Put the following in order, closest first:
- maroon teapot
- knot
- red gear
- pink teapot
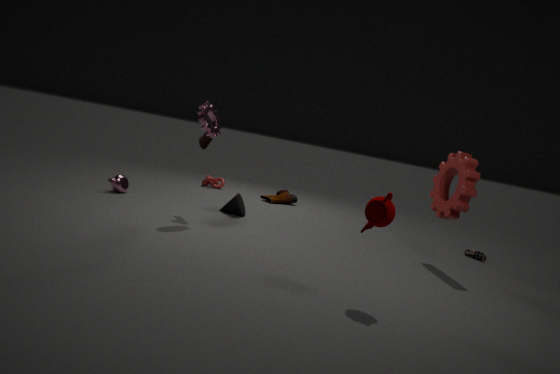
maroon teapot → red gear → pink teapot → knot
